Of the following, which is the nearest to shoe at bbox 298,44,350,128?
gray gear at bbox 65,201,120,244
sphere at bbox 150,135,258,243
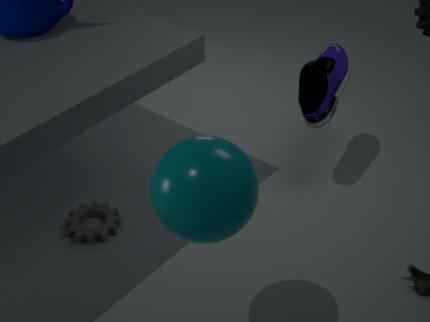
sphere at bbox 150,135,258,243
